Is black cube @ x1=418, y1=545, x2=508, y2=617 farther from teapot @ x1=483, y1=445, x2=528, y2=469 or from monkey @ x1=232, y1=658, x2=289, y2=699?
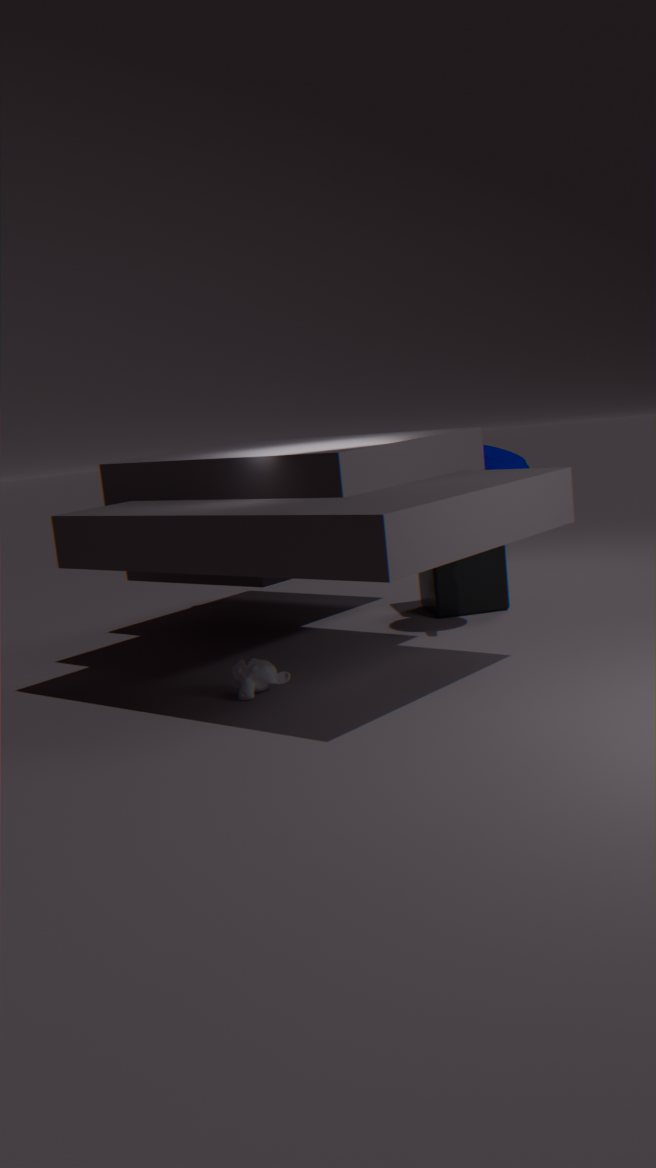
monkey @ x1=232, y1=658, x2=289, y2=699
